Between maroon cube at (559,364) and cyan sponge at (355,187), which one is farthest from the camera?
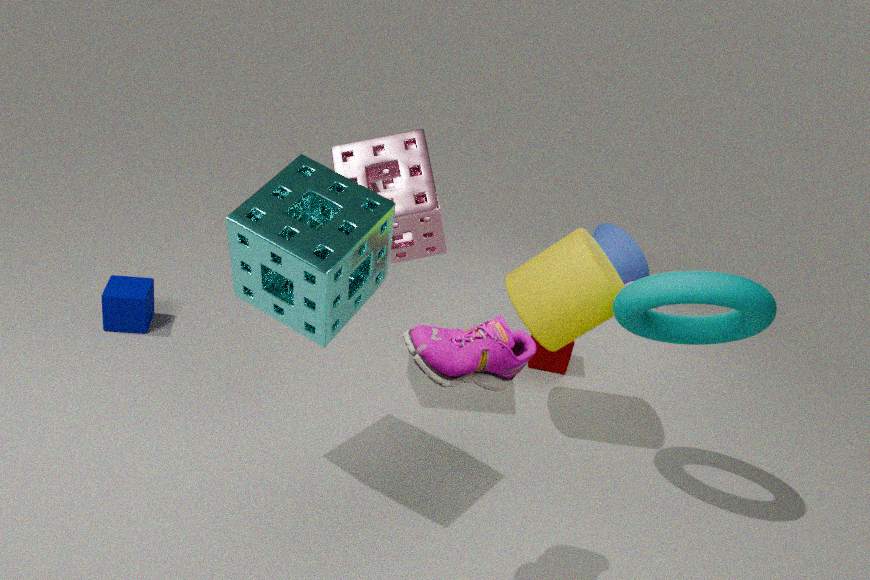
maroon cube at (559,364)
